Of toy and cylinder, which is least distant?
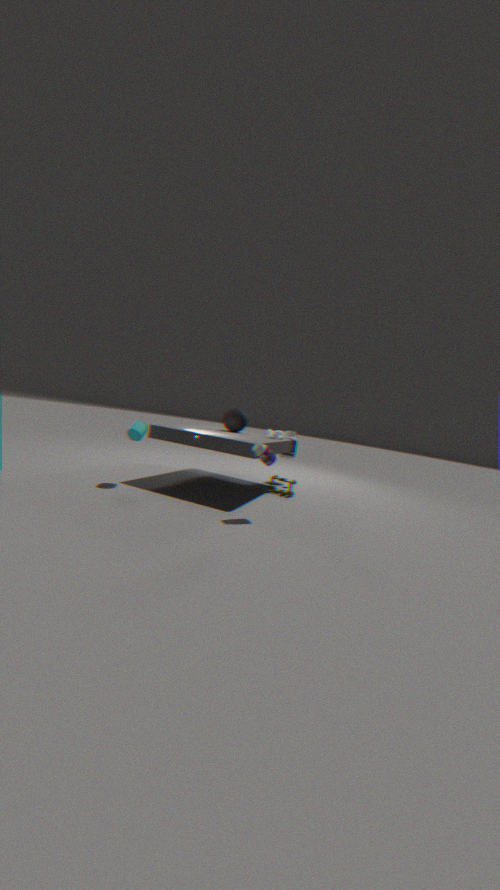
cylinder
